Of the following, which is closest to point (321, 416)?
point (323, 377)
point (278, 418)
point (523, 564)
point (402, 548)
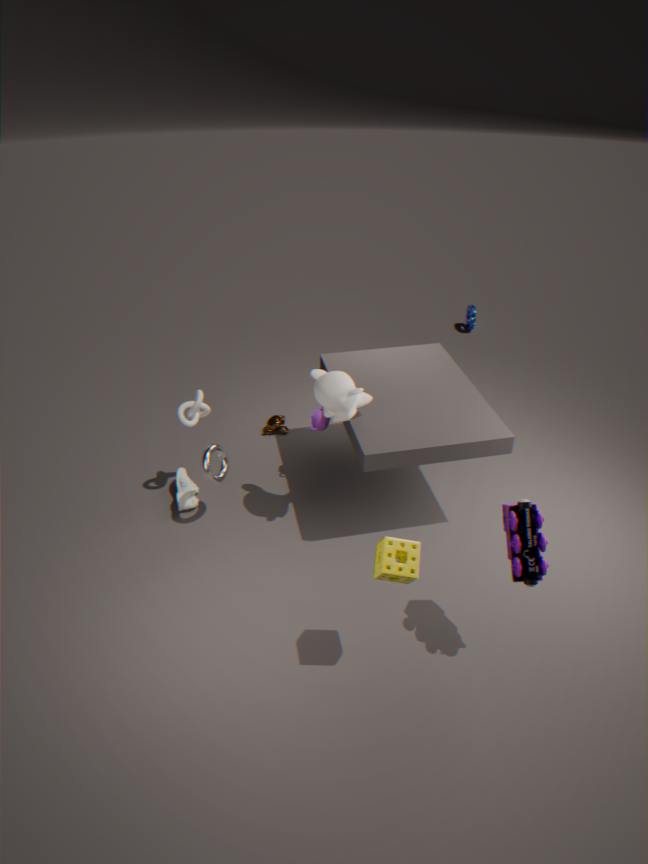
point (323, 377)
